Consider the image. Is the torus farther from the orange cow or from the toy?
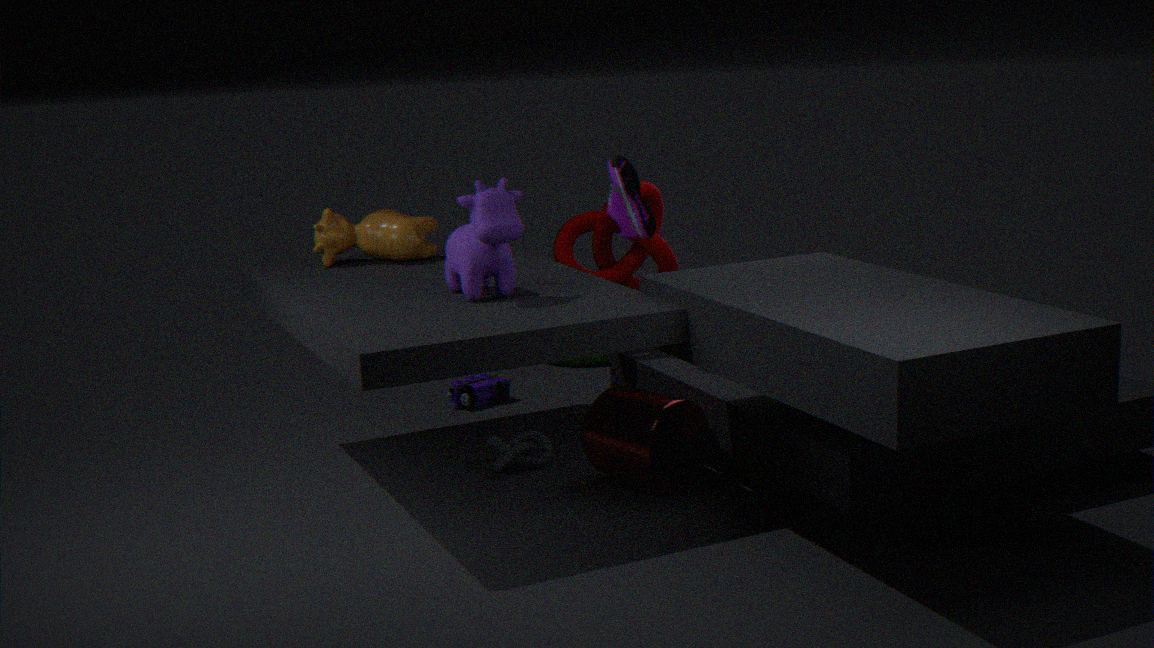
the orange cow
